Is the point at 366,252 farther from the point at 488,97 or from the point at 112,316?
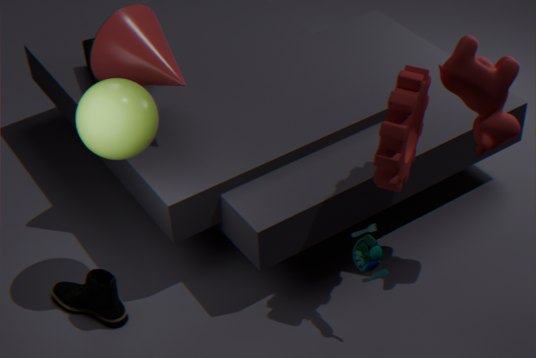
the point at 112,316
